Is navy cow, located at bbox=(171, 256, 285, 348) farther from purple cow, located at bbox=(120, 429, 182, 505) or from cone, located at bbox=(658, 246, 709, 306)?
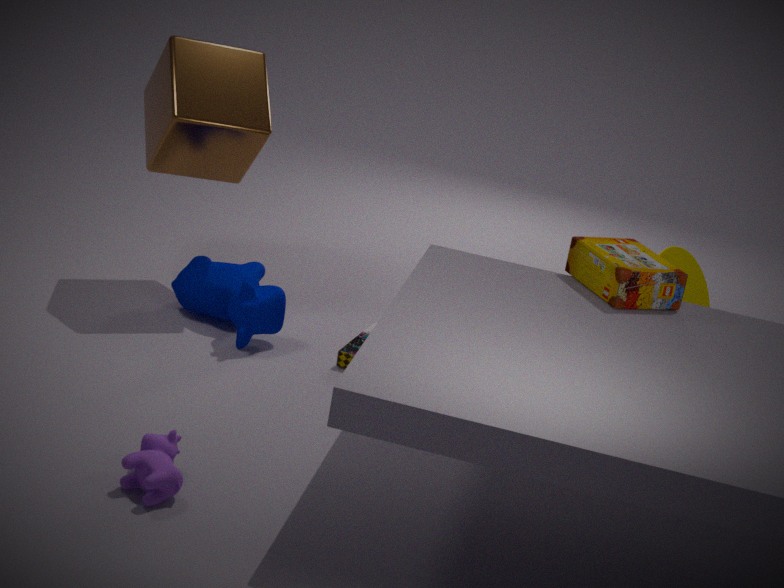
cone, located at bbox=(658, 246, 709, 306)
